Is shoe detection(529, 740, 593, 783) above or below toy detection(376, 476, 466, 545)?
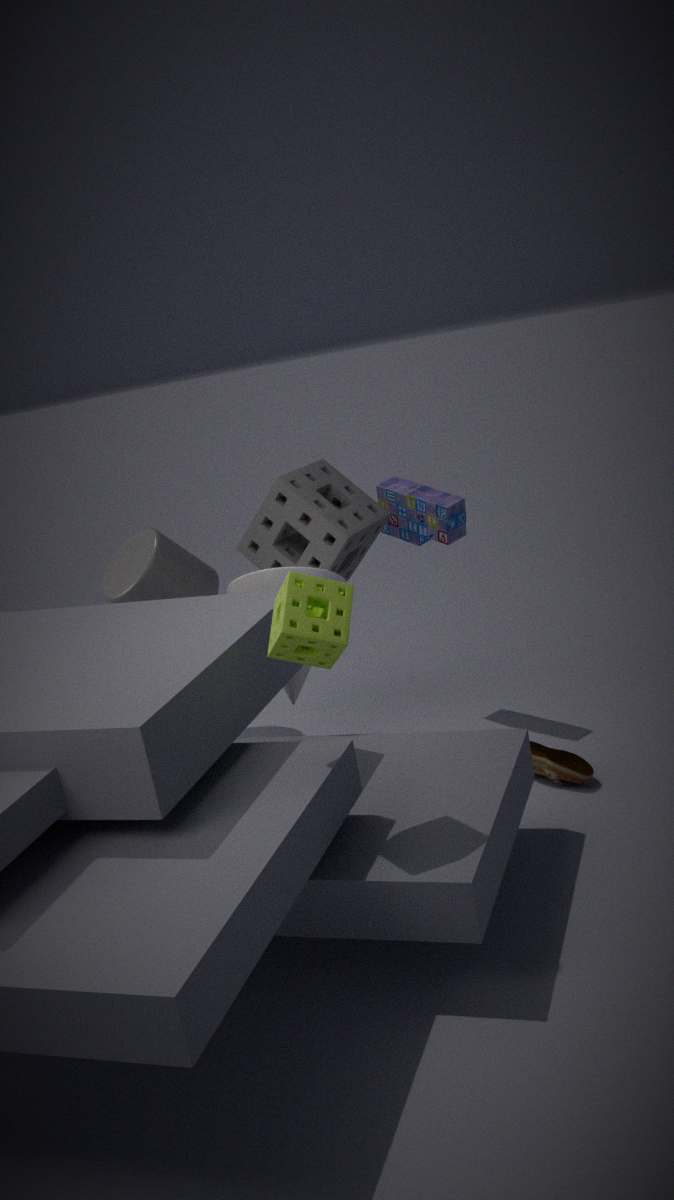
below
